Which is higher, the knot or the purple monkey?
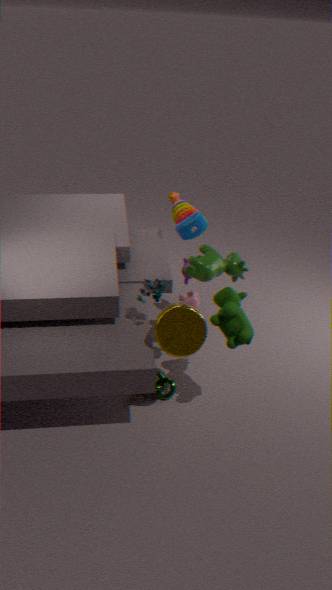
the purple monkey
